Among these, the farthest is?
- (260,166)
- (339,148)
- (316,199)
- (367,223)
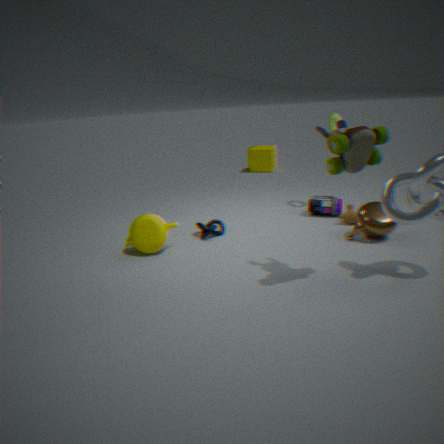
(260,166)
